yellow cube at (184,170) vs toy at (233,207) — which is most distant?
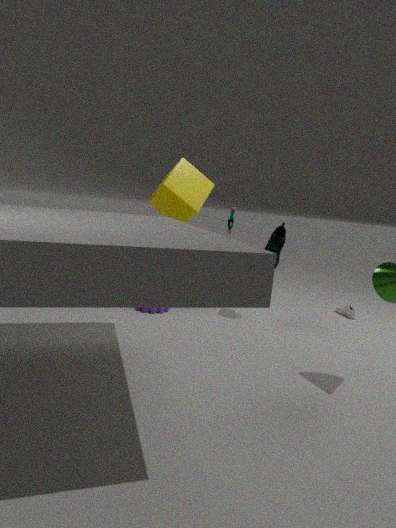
toy at (233,207)
